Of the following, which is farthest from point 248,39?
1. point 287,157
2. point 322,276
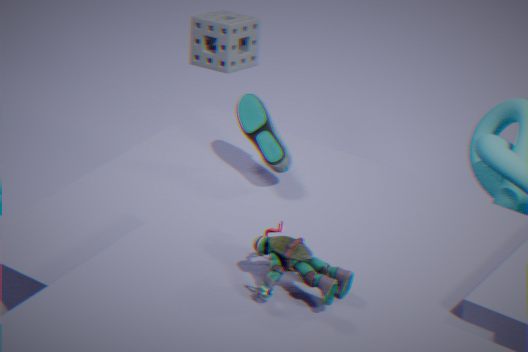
point 322,276
